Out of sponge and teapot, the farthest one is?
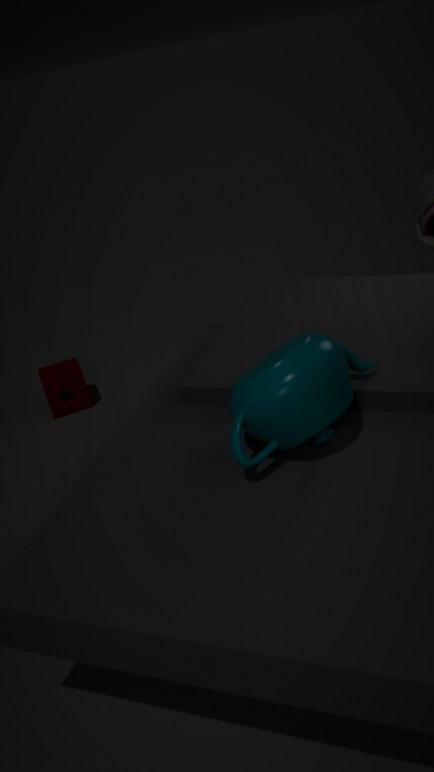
sponge
